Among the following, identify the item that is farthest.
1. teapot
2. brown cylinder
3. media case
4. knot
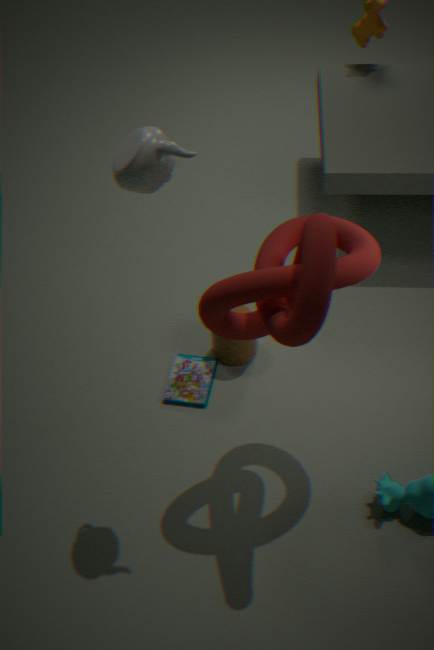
brown cylinder
